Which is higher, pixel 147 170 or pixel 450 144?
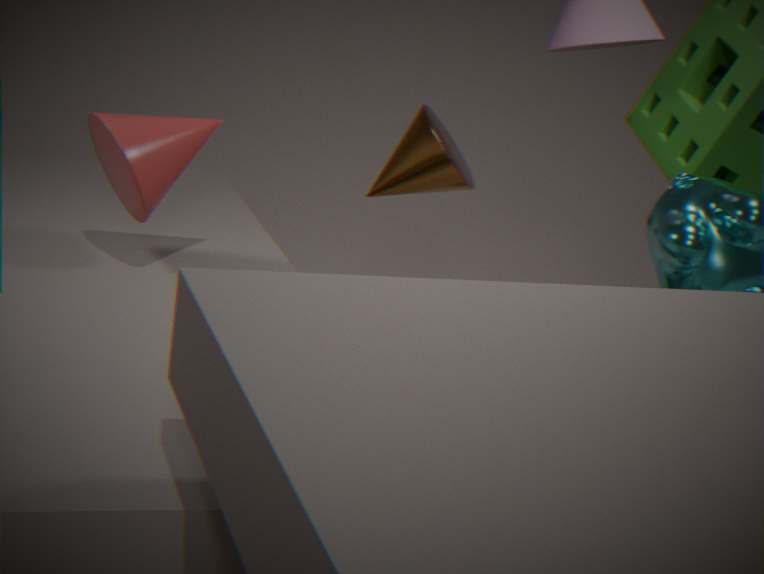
pixel 147 170
